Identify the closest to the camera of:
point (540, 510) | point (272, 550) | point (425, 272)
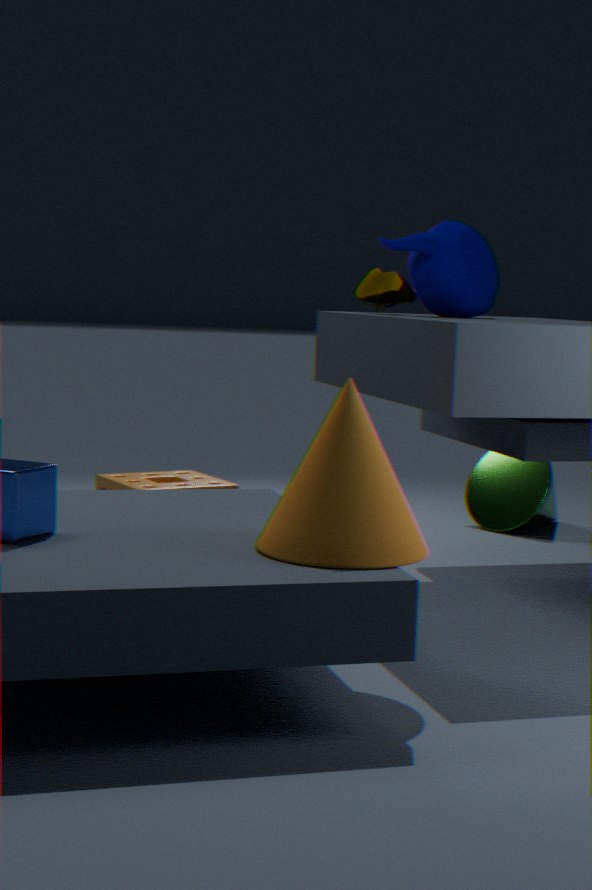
point (272, 550)
